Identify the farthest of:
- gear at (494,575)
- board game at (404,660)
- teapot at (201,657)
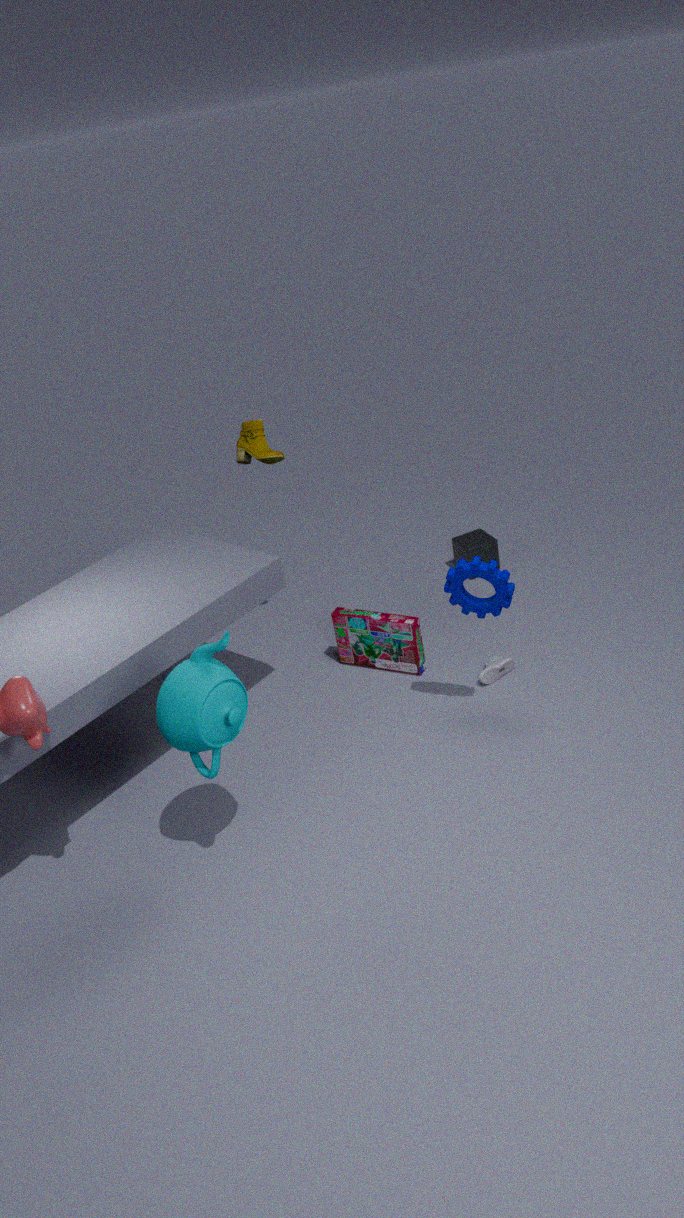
board game at (404,660)
